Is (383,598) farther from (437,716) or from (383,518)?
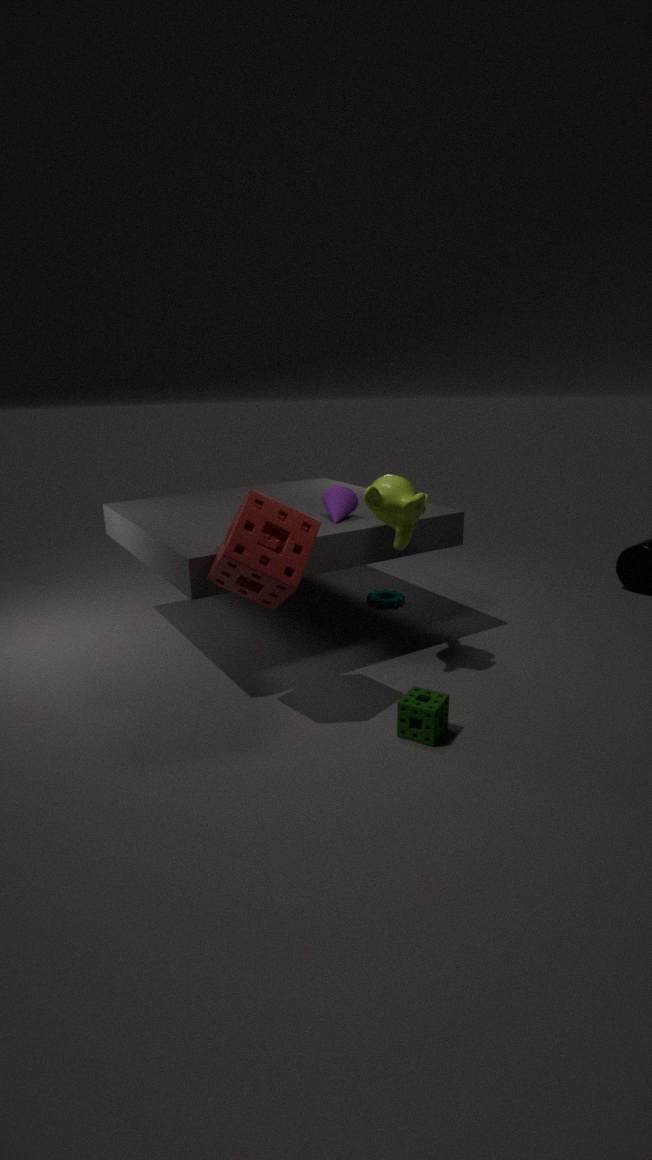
(437,716)
